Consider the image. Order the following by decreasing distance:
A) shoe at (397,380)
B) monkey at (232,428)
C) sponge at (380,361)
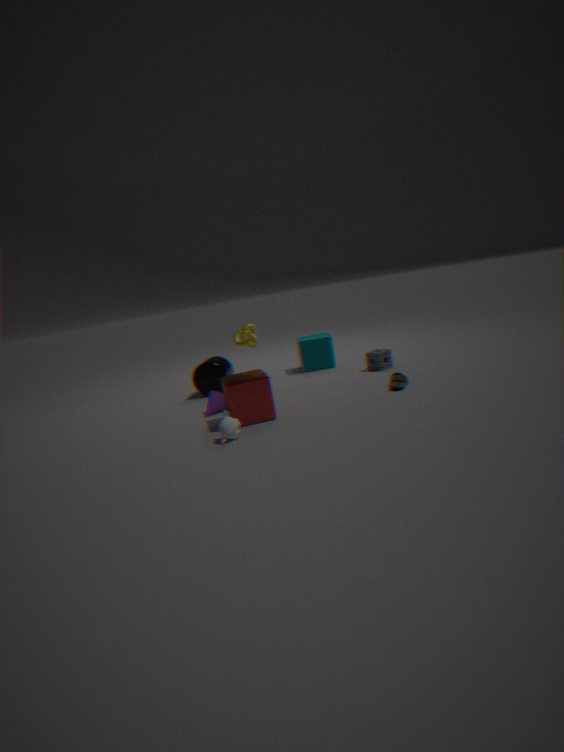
sponge at (380,361) < shoe at (397,380) < monkey at (232,428)
